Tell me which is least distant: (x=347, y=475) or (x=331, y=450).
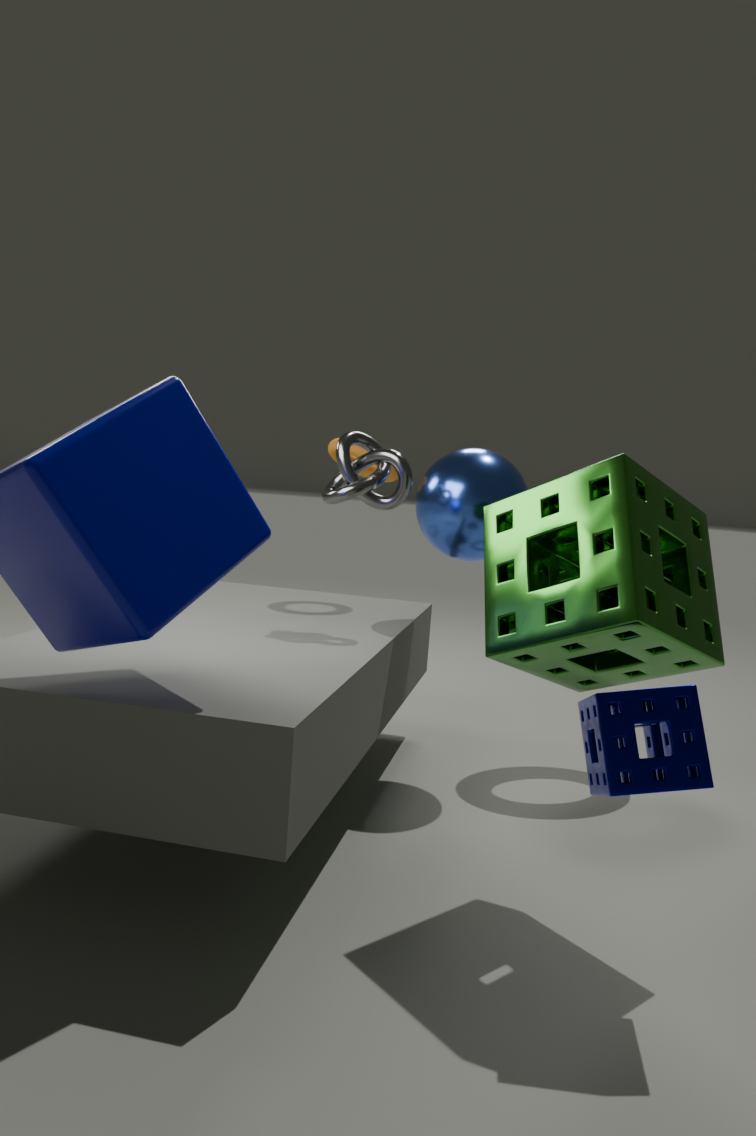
(x=347, y=475)
